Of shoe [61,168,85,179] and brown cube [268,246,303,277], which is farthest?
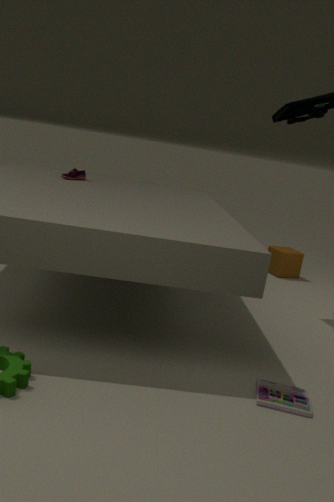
brown cube [268,246,303,277]
